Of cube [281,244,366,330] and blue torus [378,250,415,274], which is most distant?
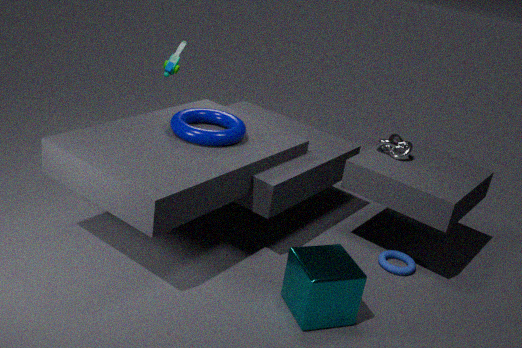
blue torus [378,250,415,274]
